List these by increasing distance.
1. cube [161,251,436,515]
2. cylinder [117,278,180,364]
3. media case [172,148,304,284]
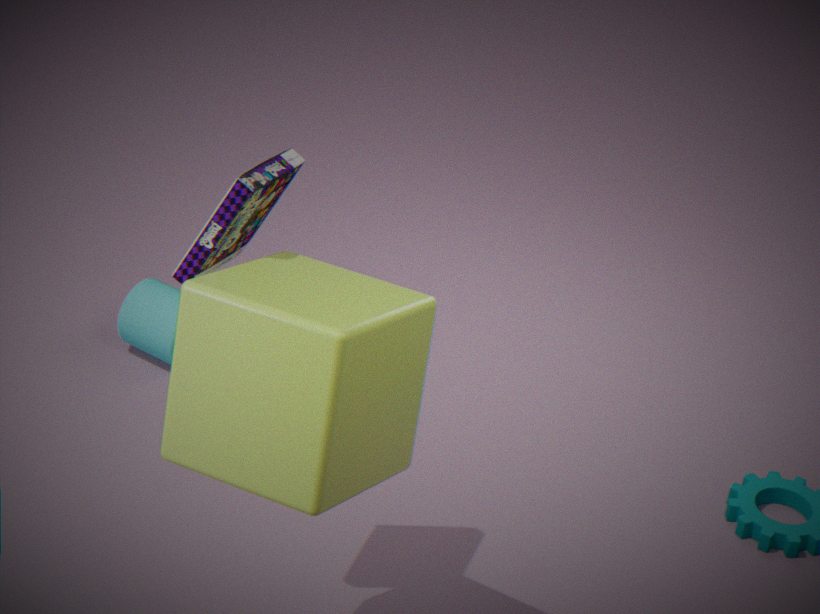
cube [161,251,436,515]
media case [172,148,304,284]
cylinder [117,278,180,364]
